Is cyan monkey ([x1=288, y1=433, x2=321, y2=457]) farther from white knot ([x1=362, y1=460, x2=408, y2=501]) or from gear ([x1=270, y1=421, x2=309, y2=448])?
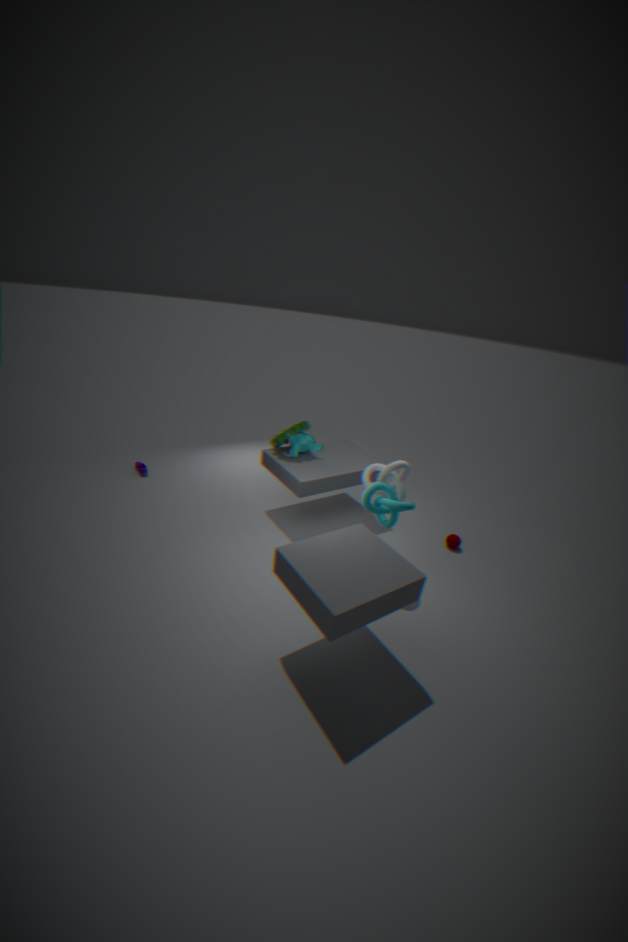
white knot ([x1=362, y1=460, x2=408, y2=501])
